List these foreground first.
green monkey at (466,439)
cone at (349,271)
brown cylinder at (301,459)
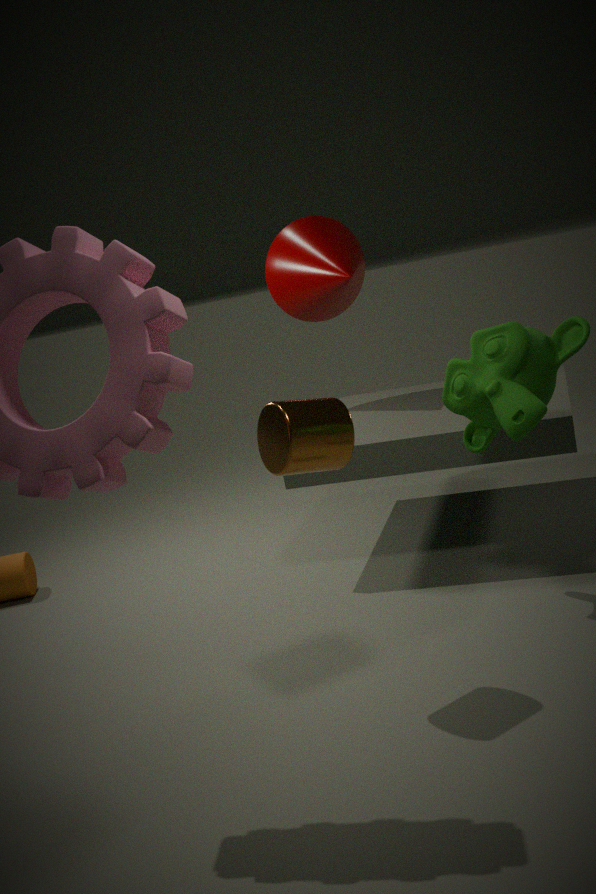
1. brown cylinder at (301,459)
2. green monkey at (466,439)
3. cone at (349,271)
